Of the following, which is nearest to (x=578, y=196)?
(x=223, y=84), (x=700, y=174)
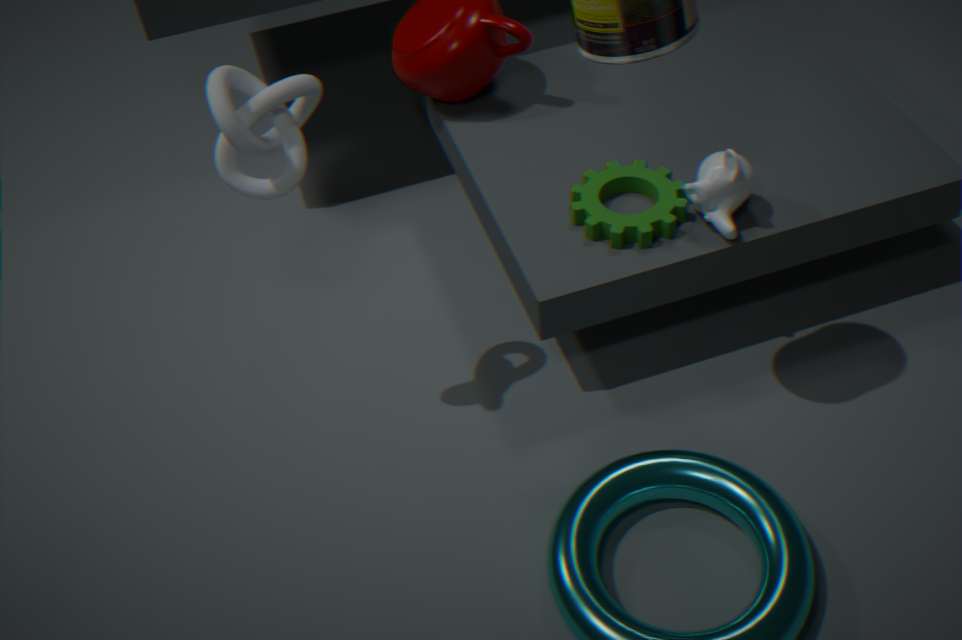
(x=700, y=174)
